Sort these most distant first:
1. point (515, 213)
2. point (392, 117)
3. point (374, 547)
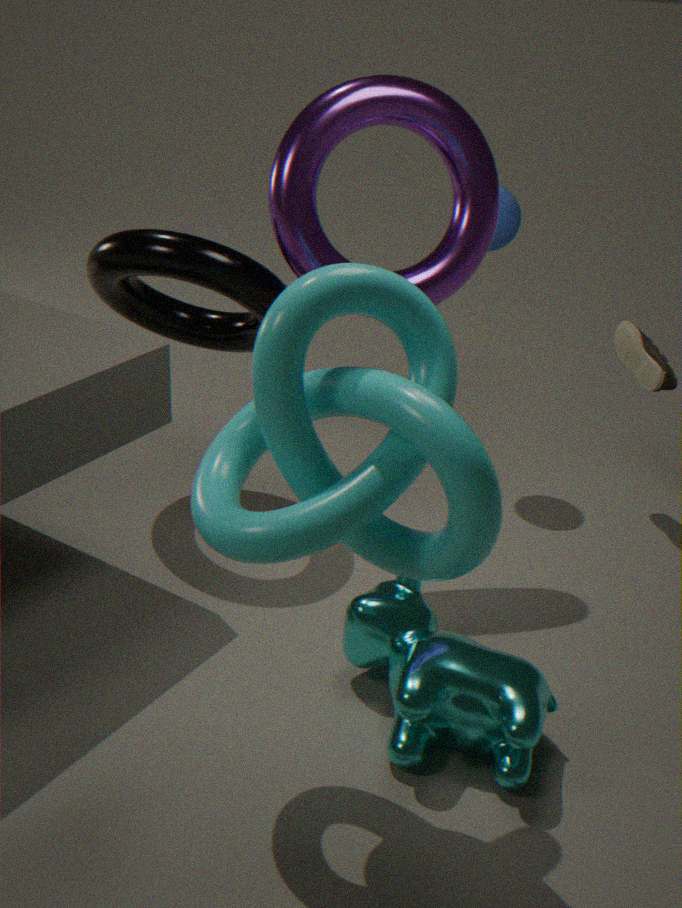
point (515, 213)
point (392, 117)
point (374, 547)
